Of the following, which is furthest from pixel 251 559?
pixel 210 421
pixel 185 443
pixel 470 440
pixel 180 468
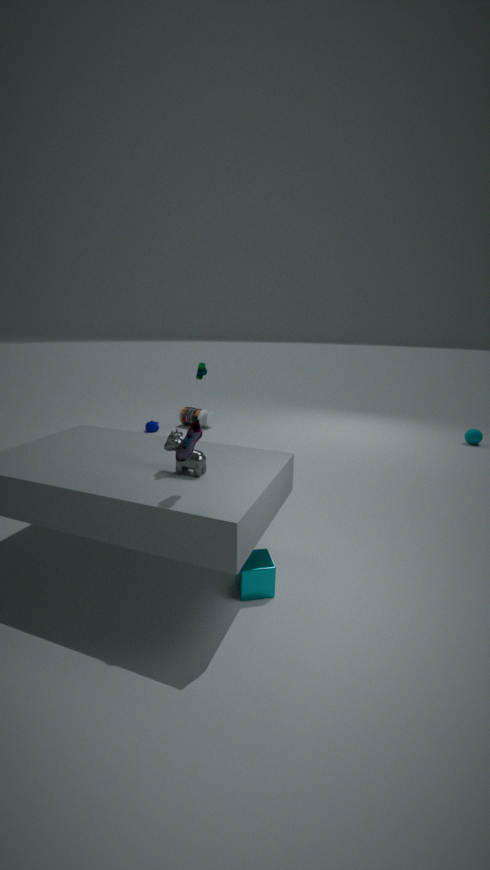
pixel 470 440
